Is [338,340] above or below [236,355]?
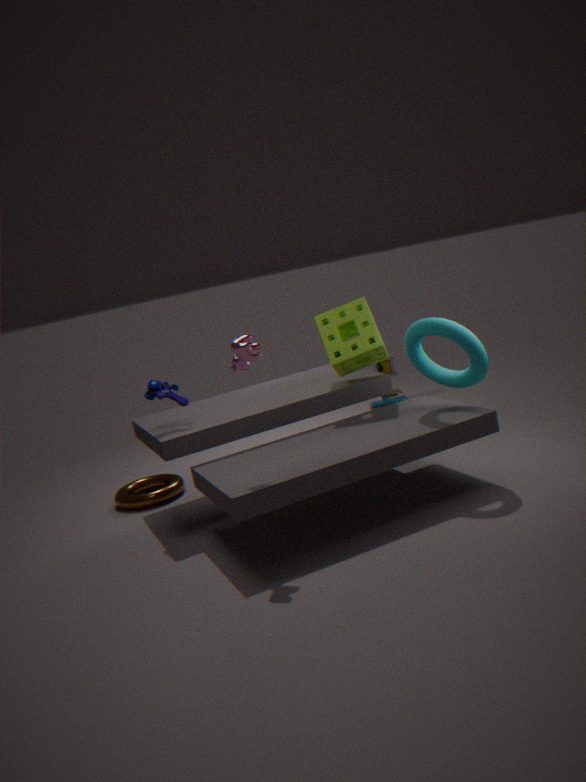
below
